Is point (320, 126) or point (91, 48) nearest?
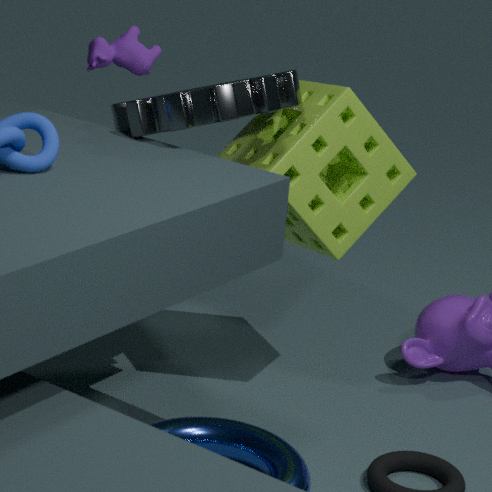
point (320, 126)
